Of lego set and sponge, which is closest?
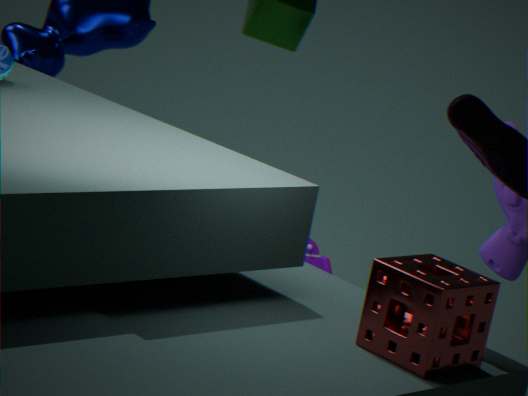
sponge
